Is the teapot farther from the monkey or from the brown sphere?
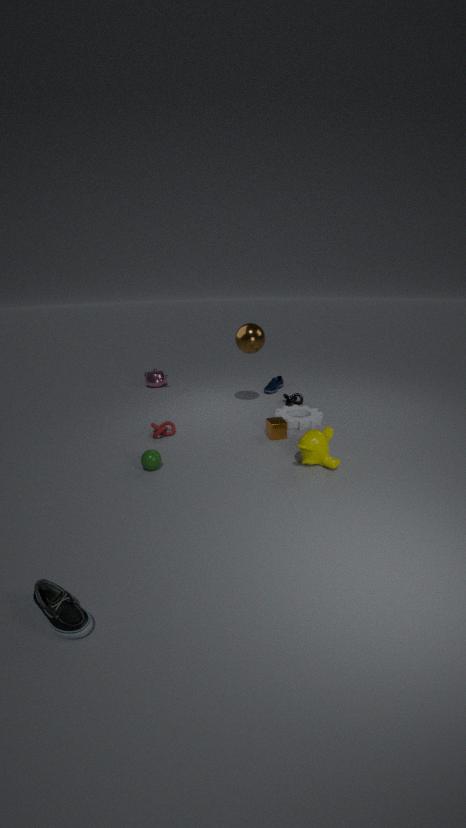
the monkey
